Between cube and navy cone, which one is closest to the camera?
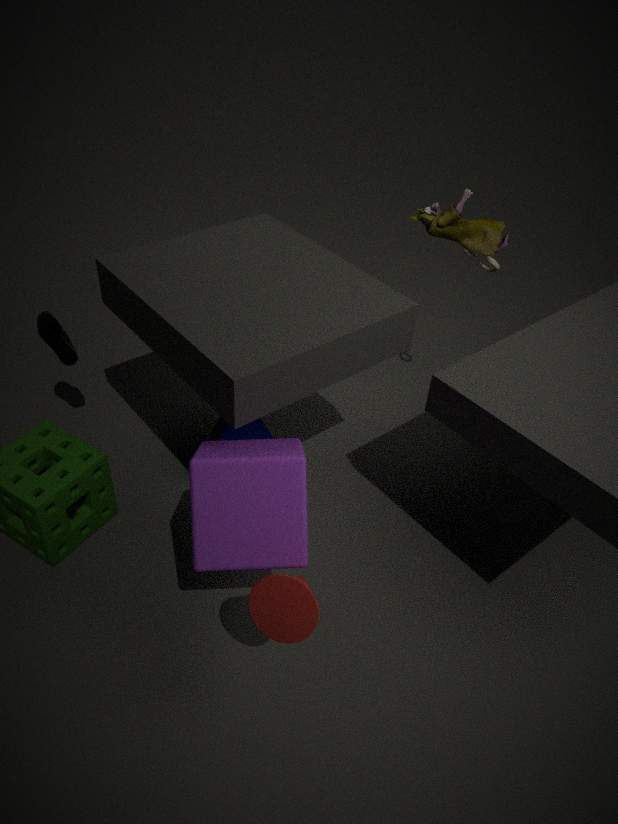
cube
